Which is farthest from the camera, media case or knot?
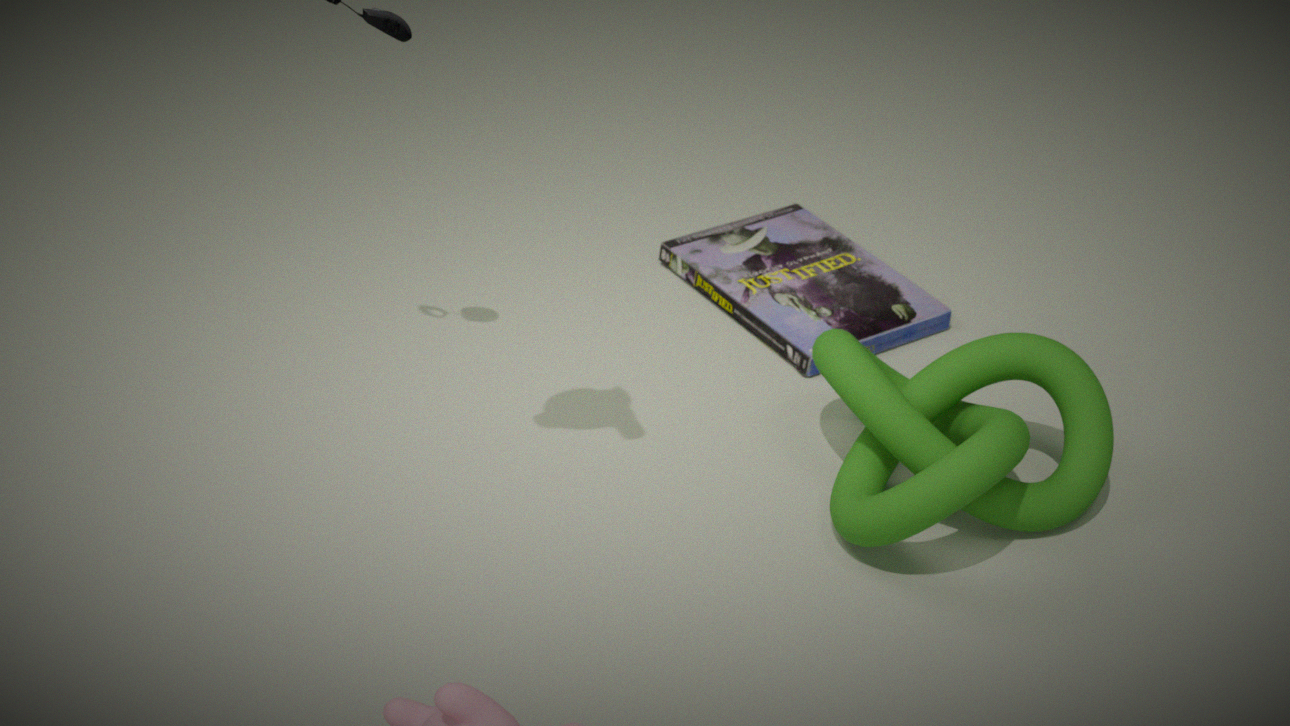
media case
